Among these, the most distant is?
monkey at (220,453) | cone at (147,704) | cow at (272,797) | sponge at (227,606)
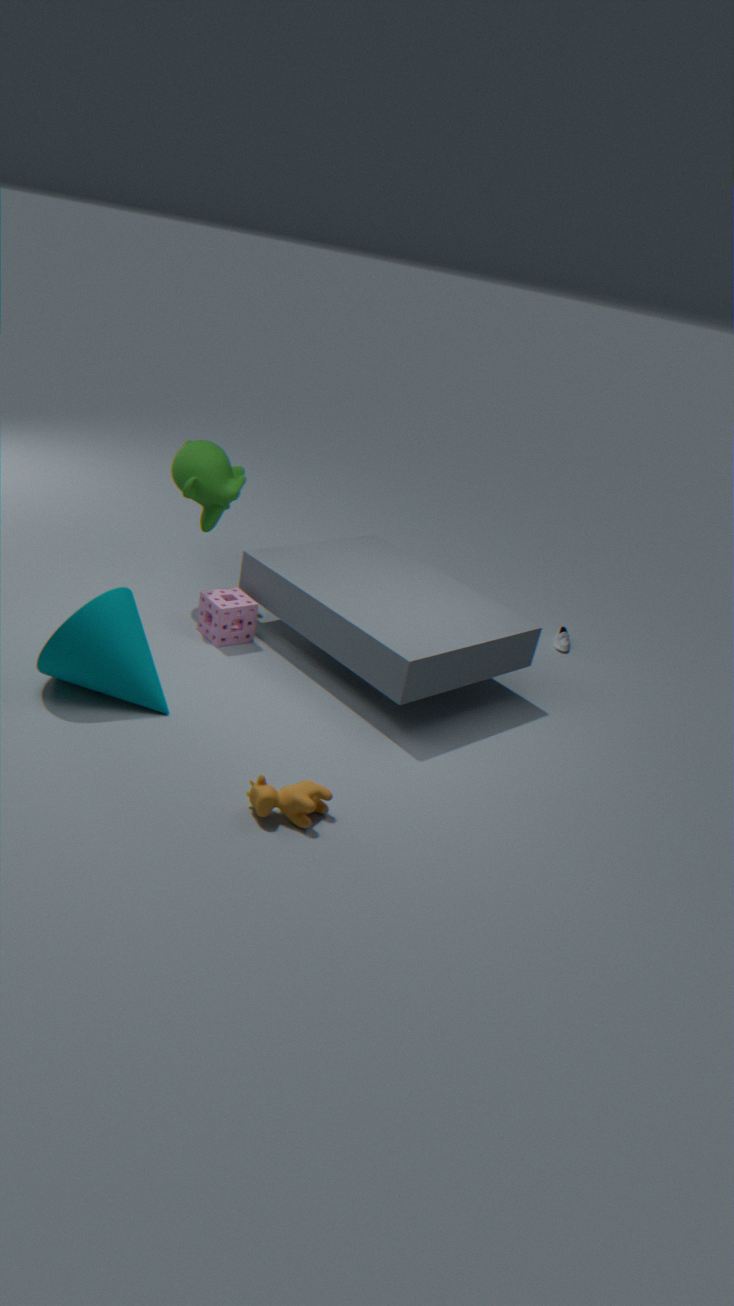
monkey at (220,453)
